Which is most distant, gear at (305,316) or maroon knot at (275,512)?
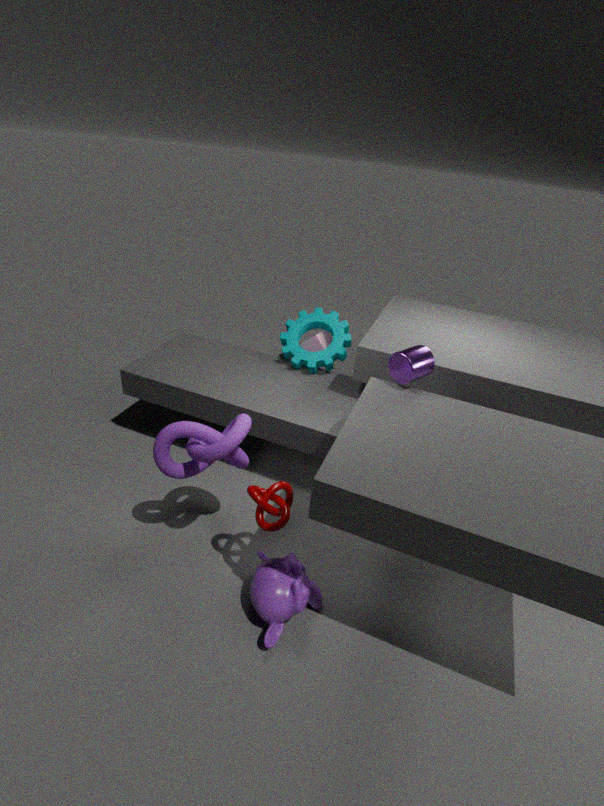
gear at (305,316)
